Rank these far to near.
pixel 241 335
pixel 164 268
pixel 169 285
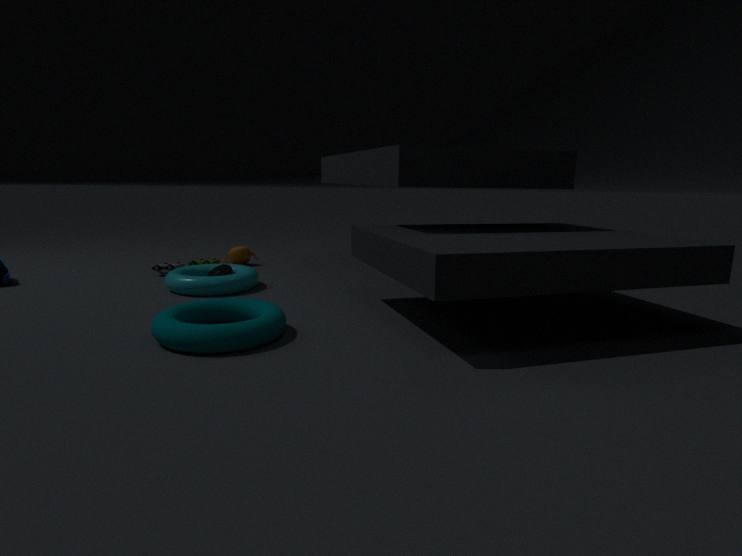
1. pixel 164 268
2. pixel 169 285
3. pixel 241 335
